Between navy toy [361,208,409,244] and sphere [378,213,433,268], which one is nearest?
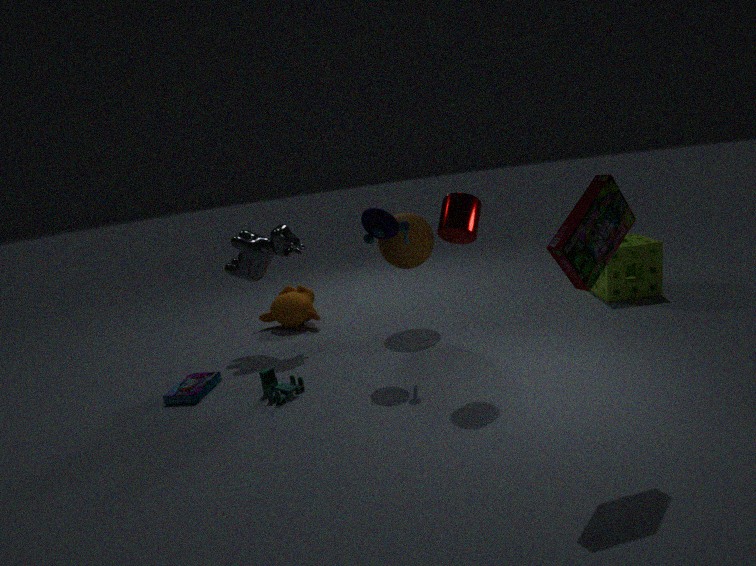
navy toy [361,208,409,244]
